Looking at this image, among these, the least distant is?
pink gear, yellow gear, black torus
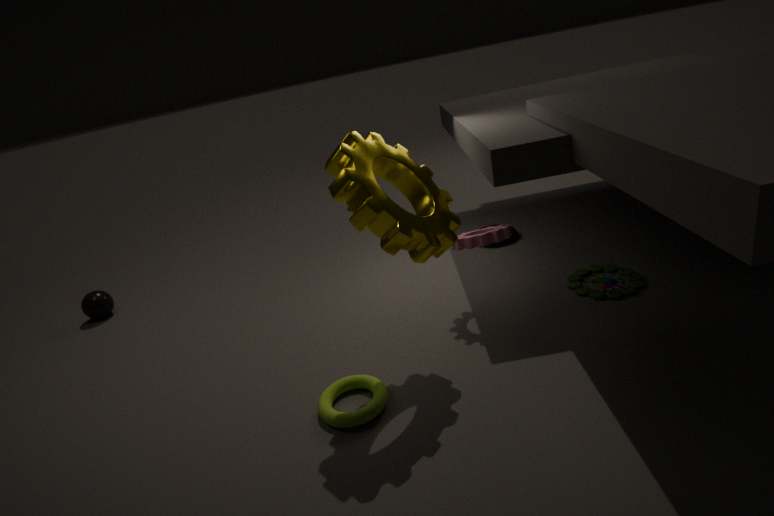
yellow gear
